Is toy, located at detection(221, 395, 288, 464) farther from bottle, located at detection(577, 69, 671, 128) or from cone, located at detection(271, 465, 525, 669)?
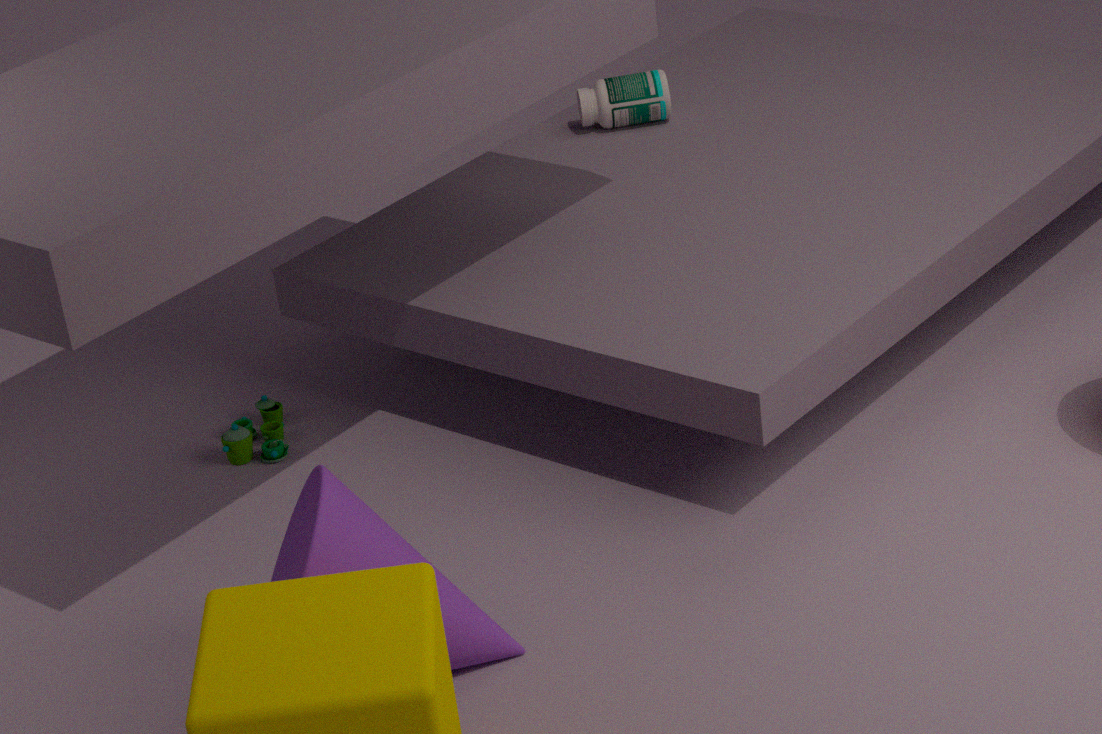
bottle, located at detection(577, 69, 671, 128)
